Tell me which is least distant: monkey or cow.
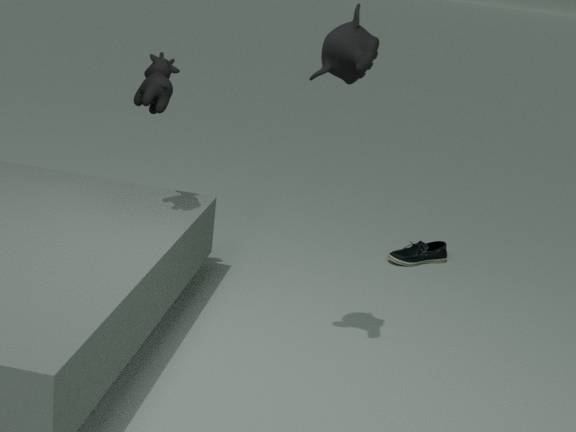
monkey
